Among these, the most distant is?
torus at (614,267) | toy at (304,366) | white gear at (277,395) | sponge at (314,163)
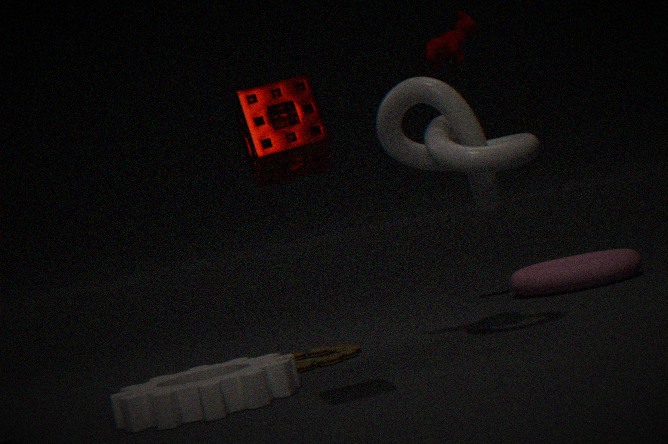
torus at (614,267)
